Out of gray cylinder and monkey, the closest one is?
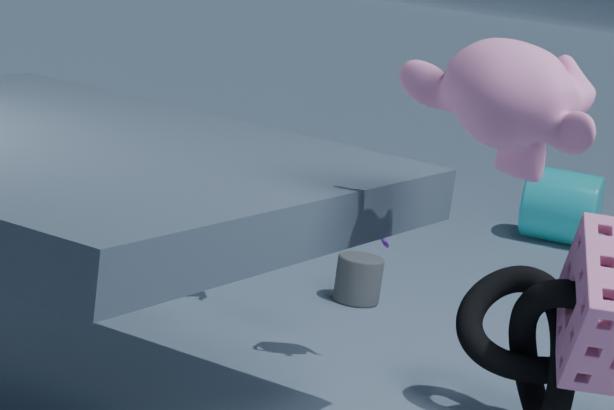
monkey
